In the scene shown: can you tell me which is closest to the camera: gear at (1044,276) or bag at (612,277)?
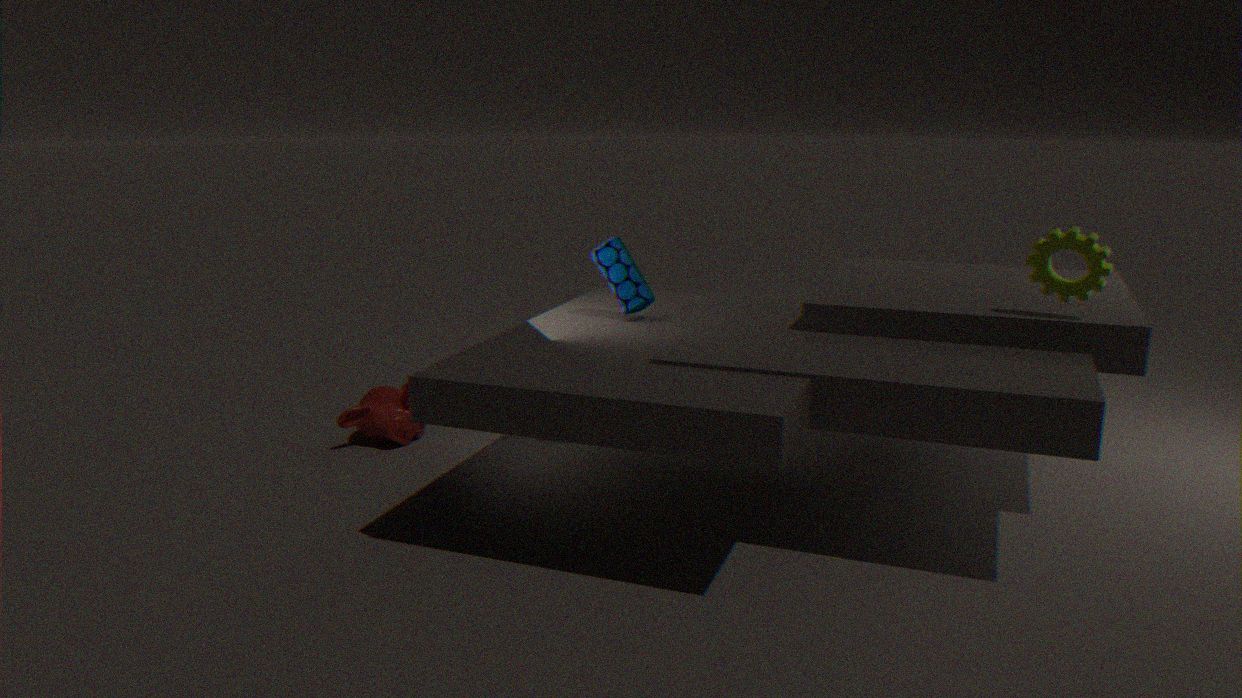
gear at (1044,276)
